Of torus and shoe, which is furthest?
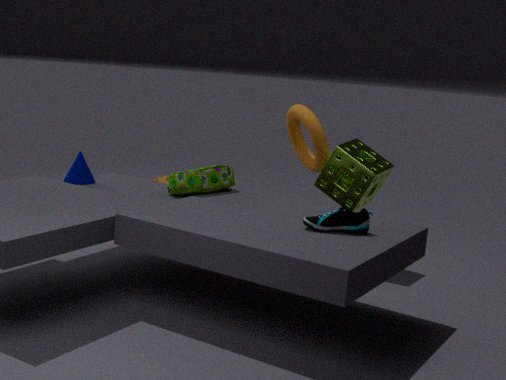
torus
